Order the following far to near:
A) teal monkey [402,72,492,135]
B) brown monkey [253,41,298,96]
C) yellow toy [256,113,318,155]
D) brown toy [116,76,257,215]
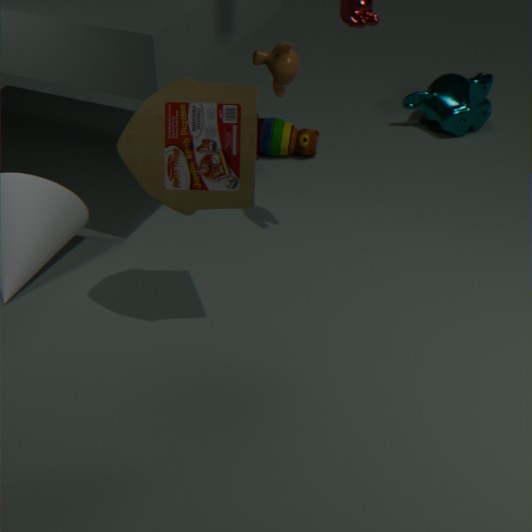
teal monkey [402,72,492,135], yellow toy [256,113,318,155], brown monkey [253,41,298,96], brown toy [116,76,257,215]
